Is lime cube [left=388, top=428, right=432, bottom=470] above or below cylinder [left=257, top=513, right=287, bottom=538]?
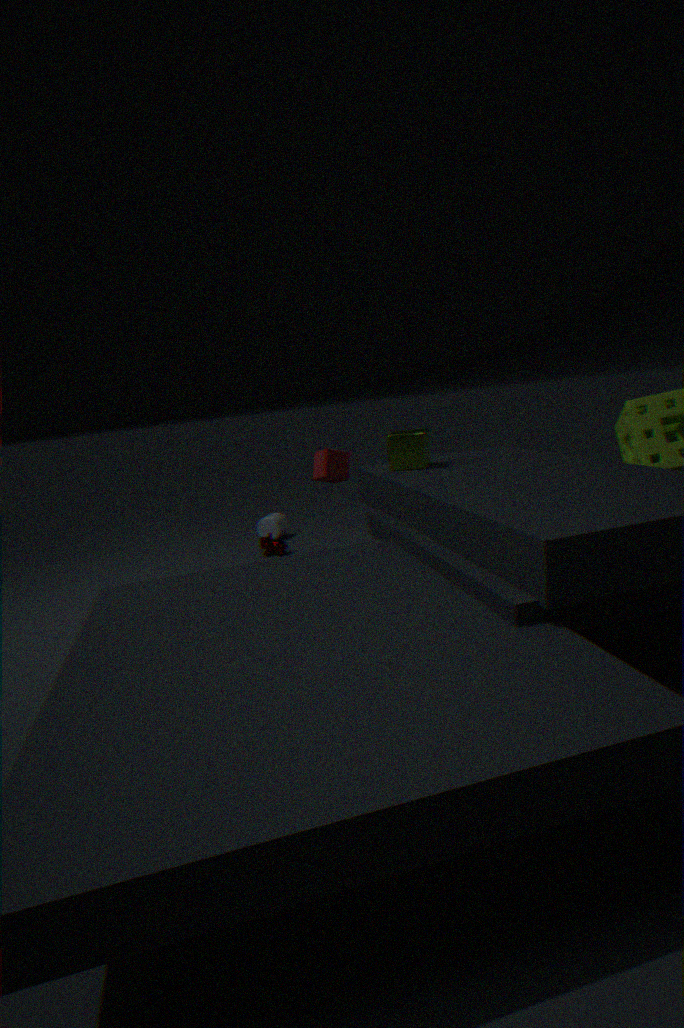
above
